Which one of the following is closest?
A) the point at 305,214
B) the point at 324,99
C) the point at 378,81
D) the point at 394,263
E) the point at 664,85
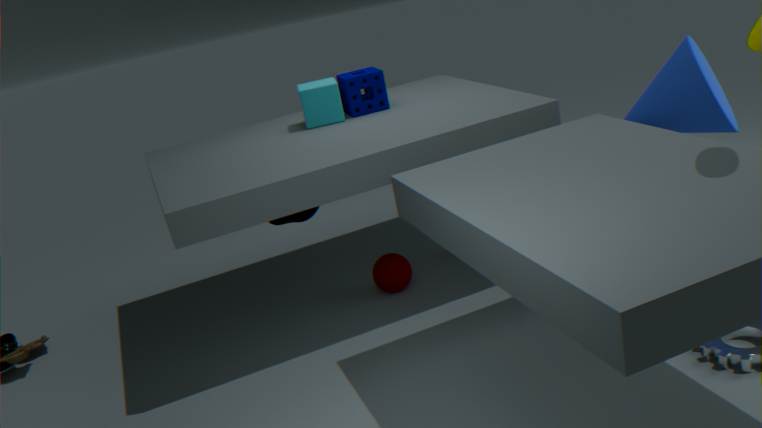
the point at 664,85
